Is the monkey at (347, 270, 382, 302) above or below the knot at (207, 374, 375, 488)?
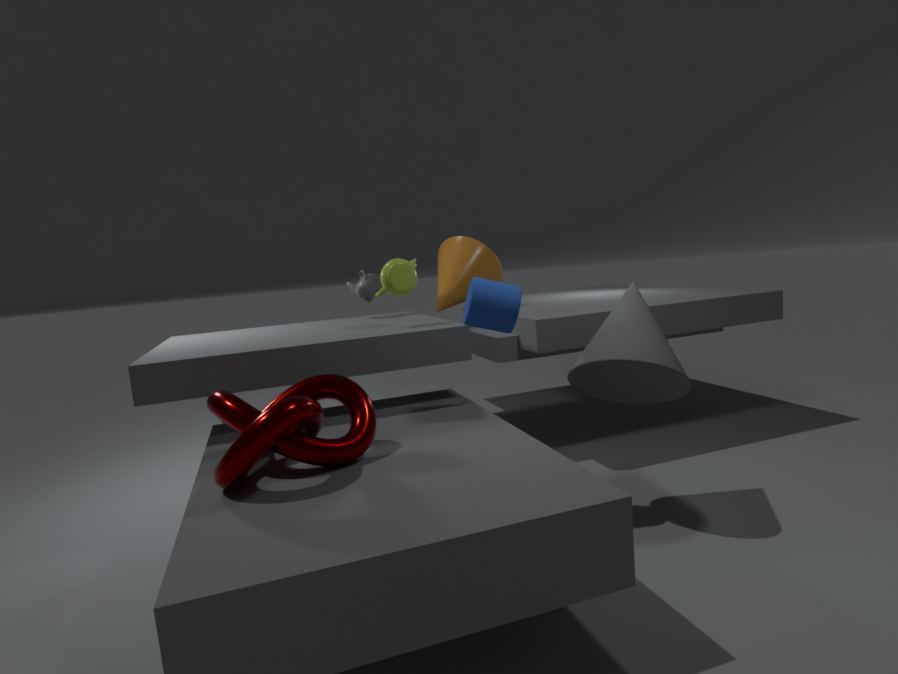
above
